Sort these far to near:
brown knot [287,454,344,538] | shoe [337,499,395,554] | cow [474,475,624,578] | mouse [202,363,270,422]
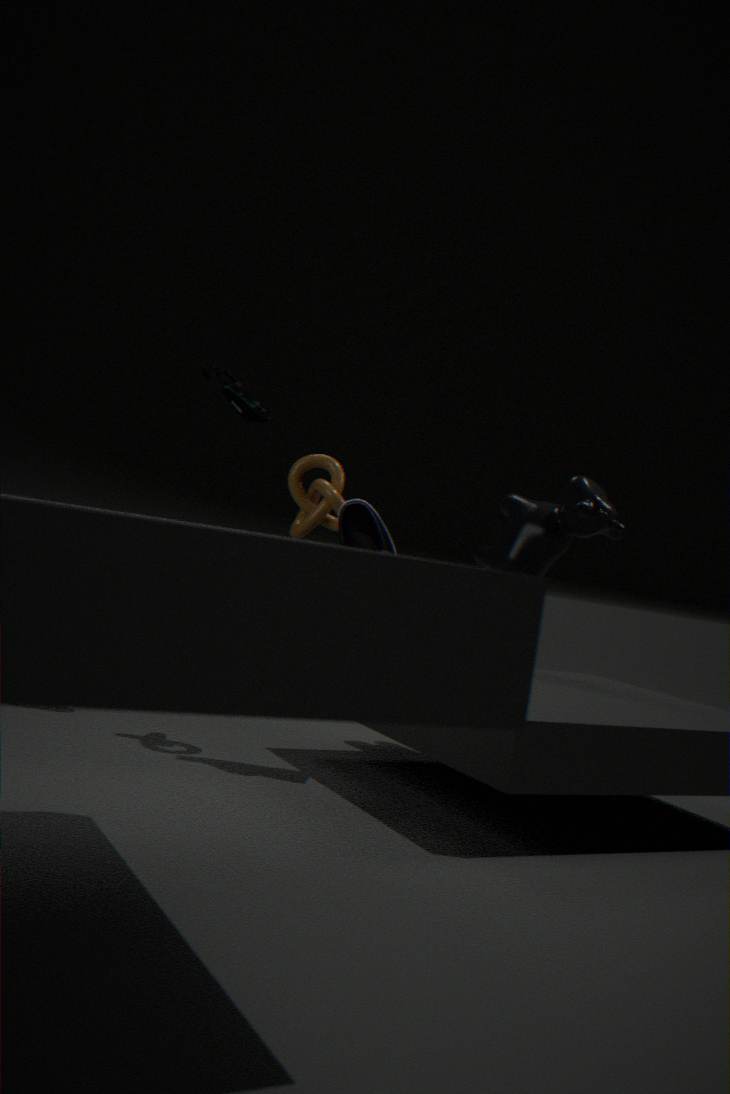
mouse [202,363,270,422] < cow [474,475,624,578] < brown knot [287,454,344,538] < shoe [337,499,395,554]
